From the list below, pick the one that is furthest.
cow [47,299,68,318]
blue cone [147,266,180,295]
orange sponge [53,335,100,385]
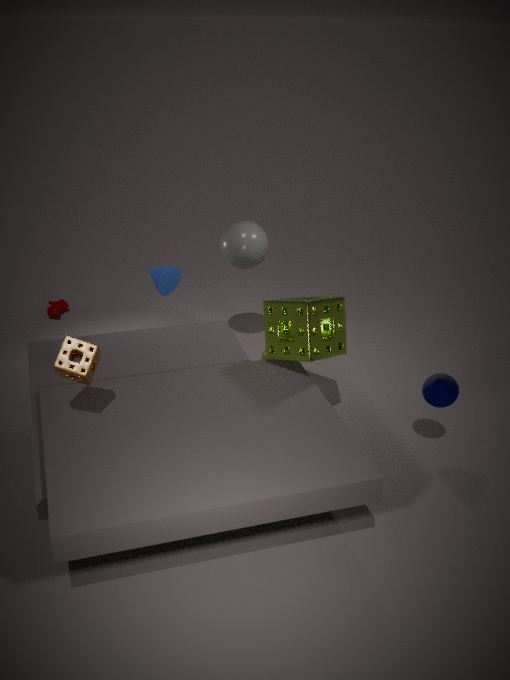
cow [47,299,68,318]
